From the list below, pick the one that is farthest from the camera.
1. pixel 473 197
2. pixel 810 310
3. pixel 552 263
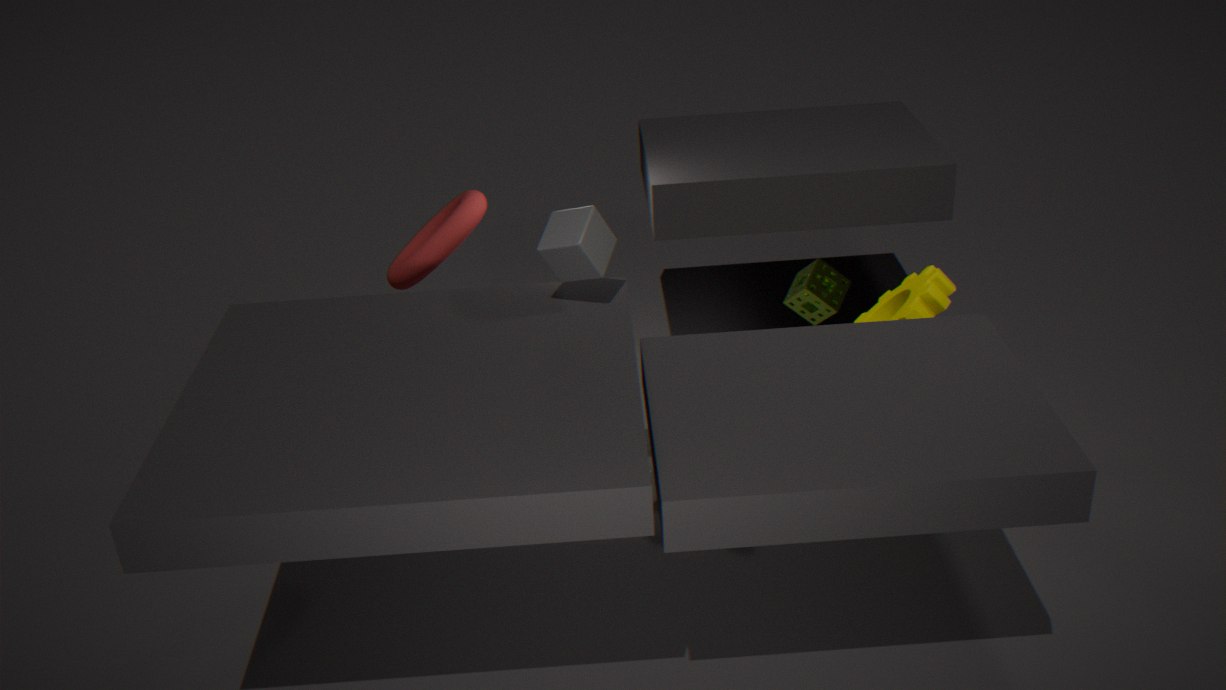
pixel 810 310
